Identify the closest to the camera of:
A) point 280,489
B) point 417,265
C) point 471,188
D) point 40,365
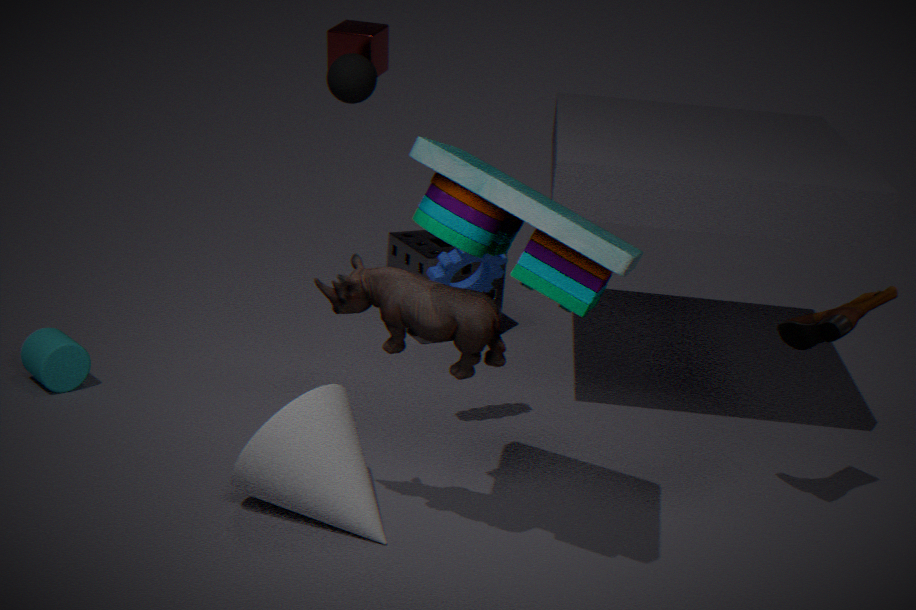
point 471,188
